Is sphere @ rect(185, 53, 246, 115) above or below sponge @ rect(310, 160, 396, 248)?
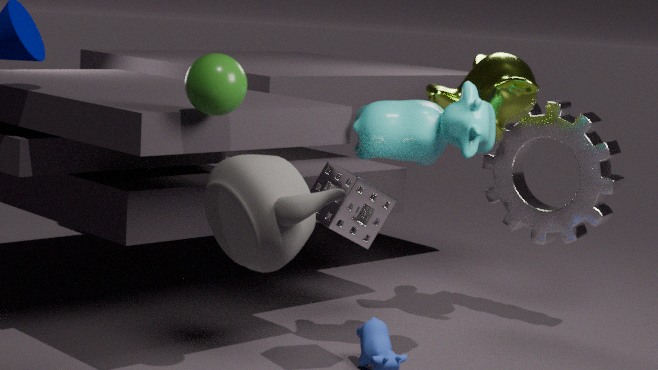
above
